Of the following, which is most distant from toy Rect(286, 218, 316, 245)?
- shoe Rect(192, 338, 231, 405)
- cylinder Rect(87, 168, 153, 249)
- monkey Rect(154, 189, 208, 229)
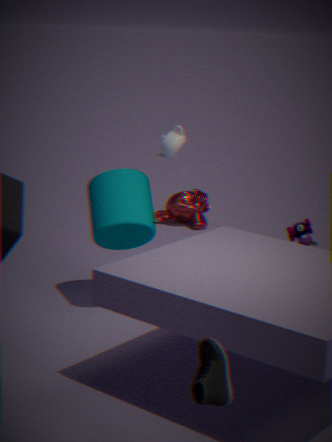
monkey Rect(154, 189, 208, 229)
